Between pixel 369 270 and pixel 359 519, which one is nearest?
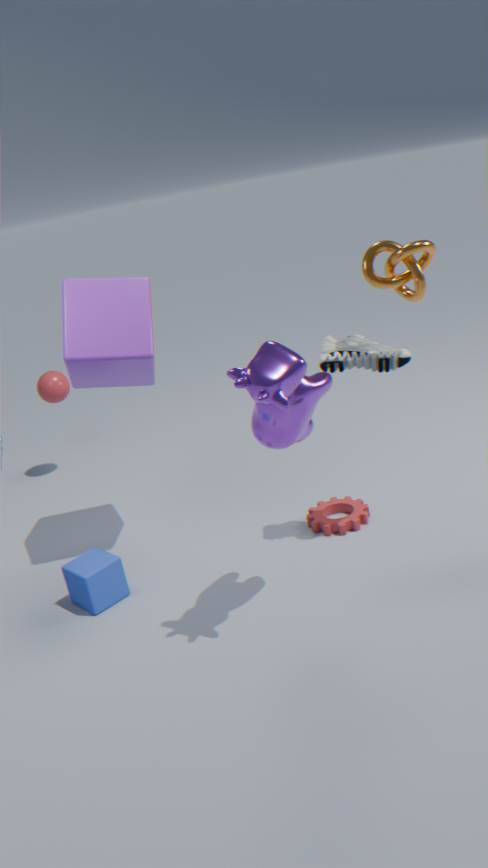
pixel 369 270
